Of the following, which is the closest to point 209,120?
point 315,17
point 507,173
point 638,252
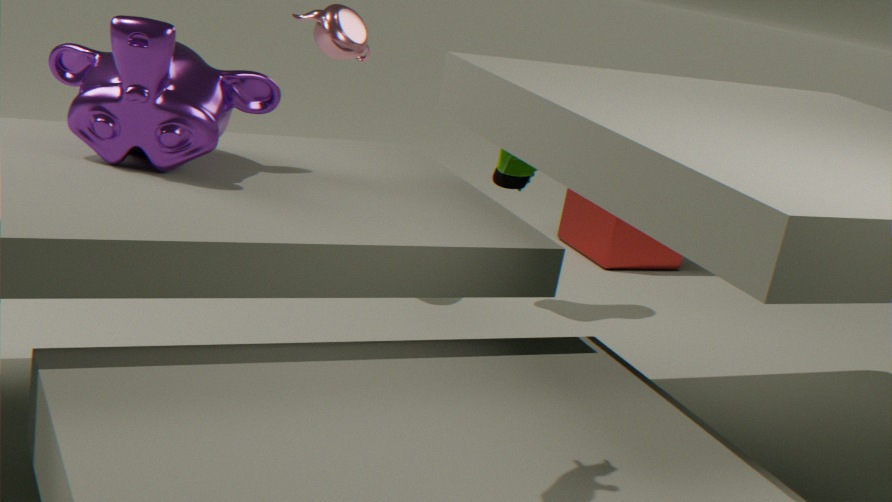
point 315,17
